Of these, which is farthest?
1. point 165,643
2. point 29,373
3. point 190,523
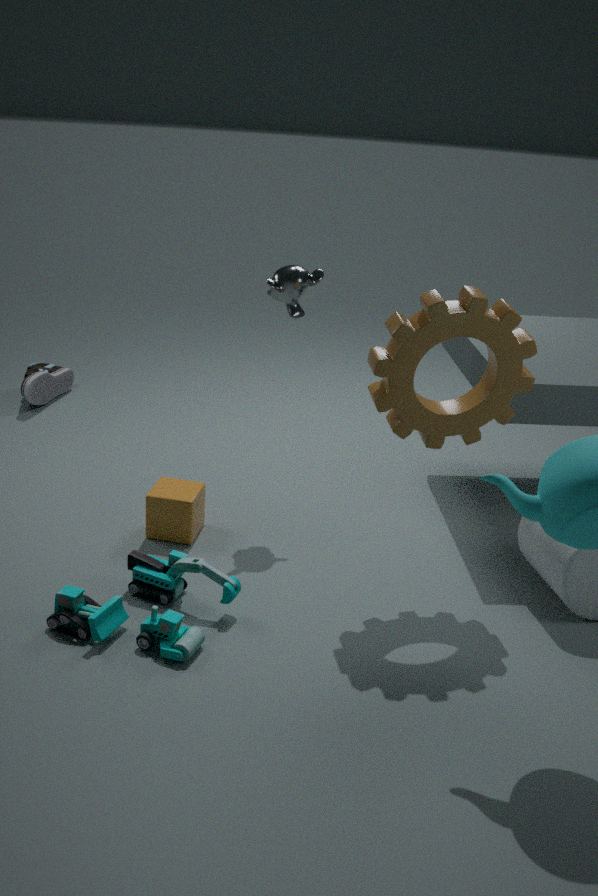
point 29,373
